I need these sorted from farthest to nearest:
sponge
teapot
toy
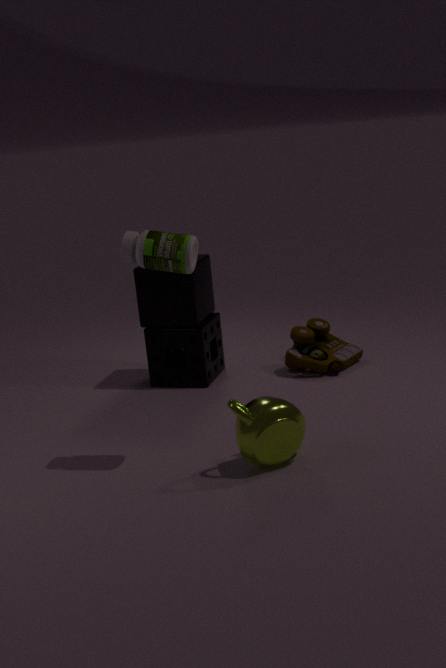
toy < sponge < teapot
